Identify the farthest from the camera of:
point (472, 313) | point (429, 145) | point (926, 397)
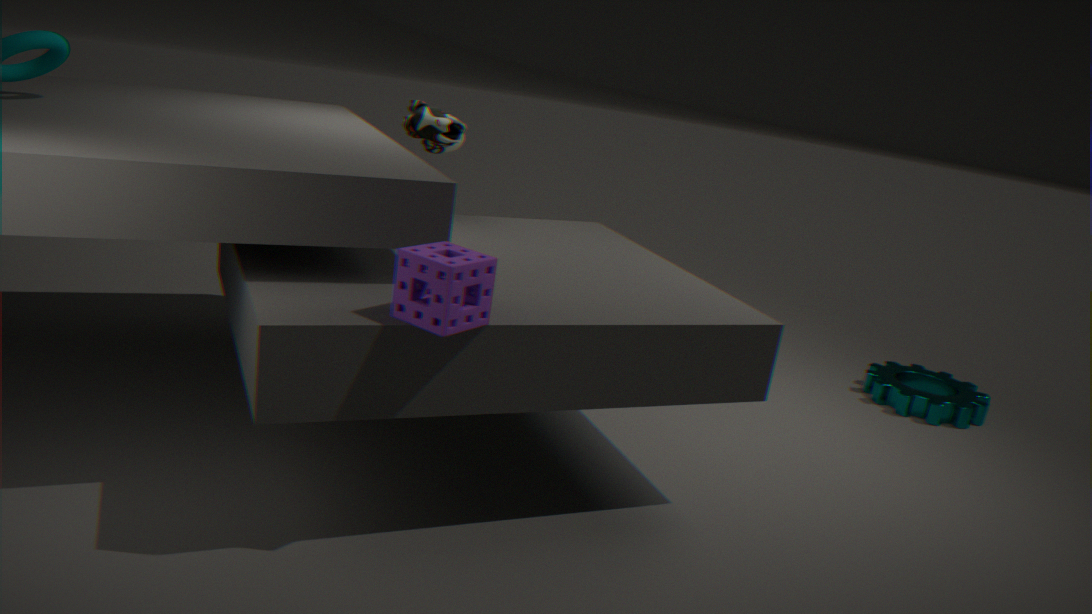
point (926, 397)
